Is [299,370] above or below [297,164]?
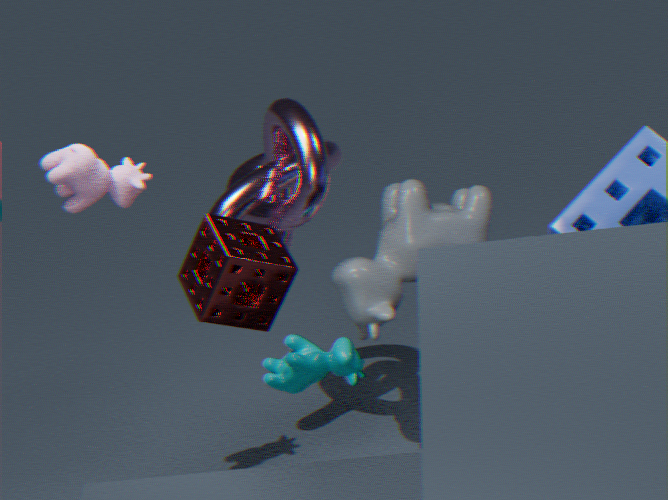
below
